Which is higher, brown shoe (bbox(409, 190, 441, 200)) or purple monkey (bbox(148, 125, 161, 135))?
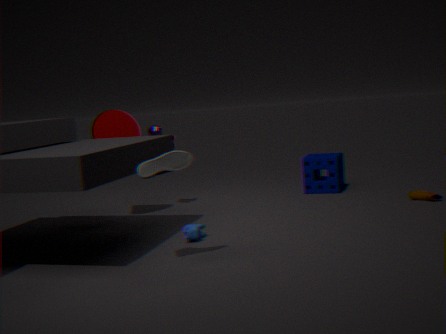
purple monkey (bbox(148, 125, 161, 135))
